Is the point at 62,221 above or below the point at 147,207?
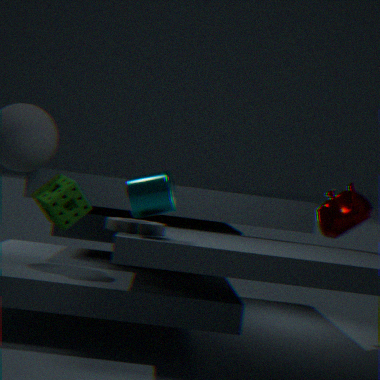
below
